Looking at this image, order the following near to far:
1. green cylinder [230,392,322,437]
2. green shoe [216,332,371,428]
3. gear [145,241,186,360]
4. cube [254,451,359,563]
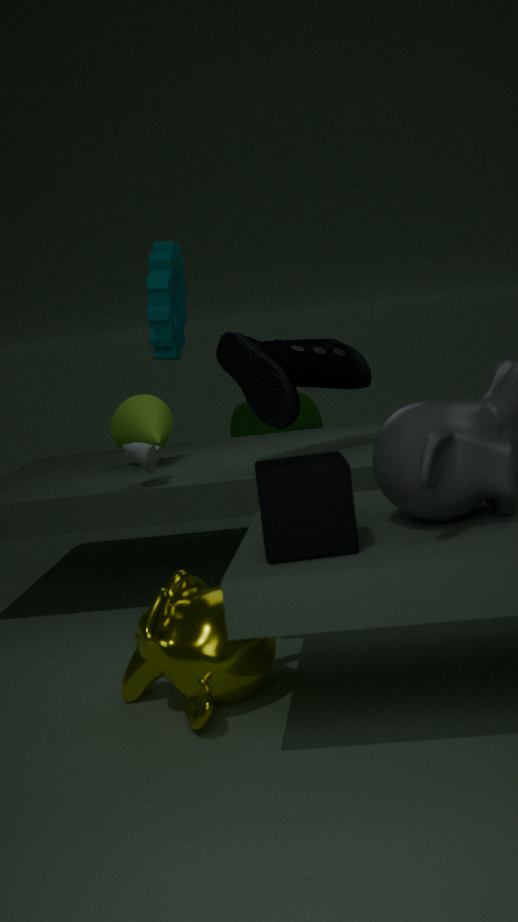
cube [254,451,359,563]
gear [145,241,186,360]
green shoe [216,332,371,428]
green cylinder [230,392,322,437]
